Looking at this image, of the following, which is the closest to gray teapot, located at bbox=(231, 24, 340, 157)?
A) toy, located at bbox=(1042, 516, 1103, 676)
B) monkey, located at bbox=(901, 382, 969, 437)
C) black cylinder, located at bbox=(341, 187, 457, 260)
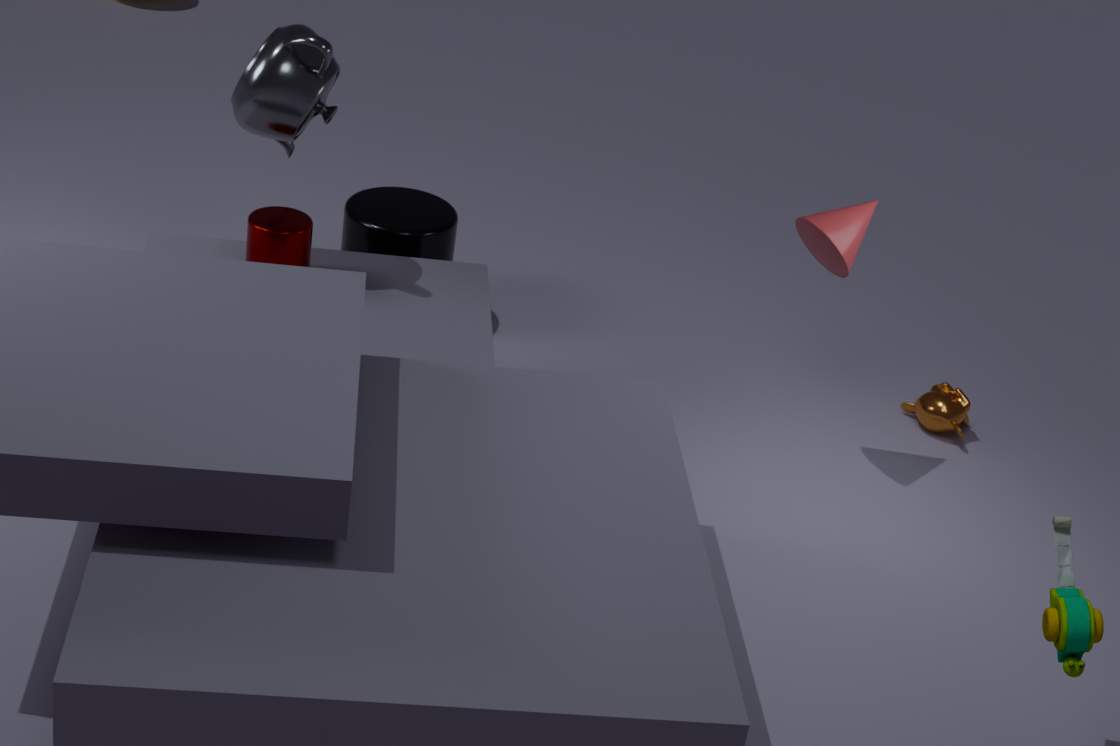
black cylinder, located at bbox=(341, 187, 457, 260)
